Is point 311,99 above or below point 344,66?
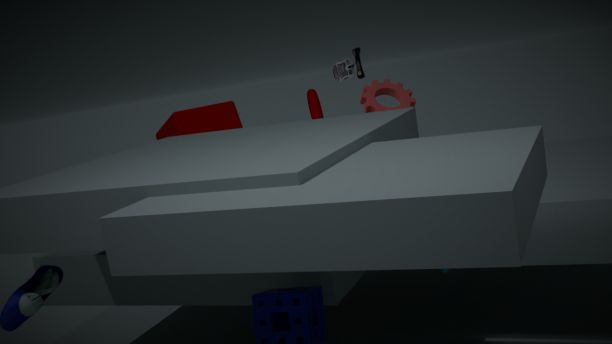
below
